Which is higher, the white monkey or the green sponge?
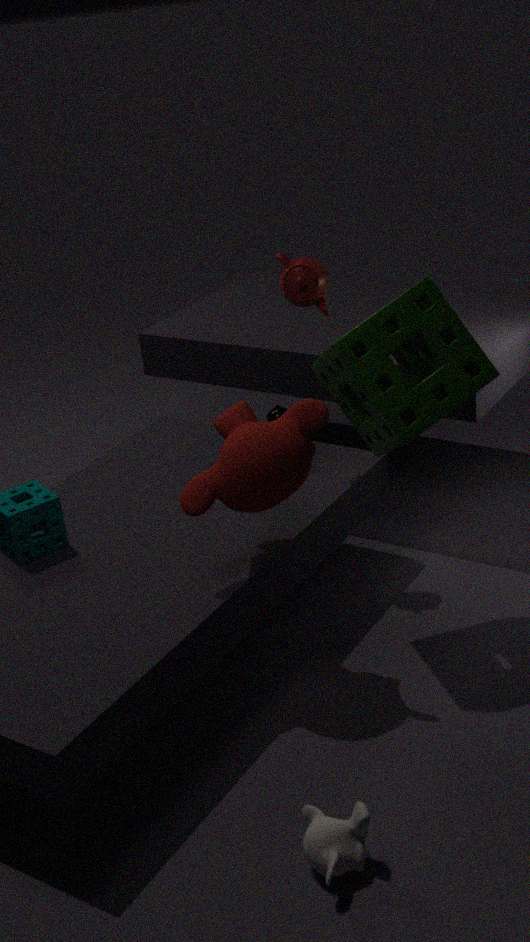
the green sponge
